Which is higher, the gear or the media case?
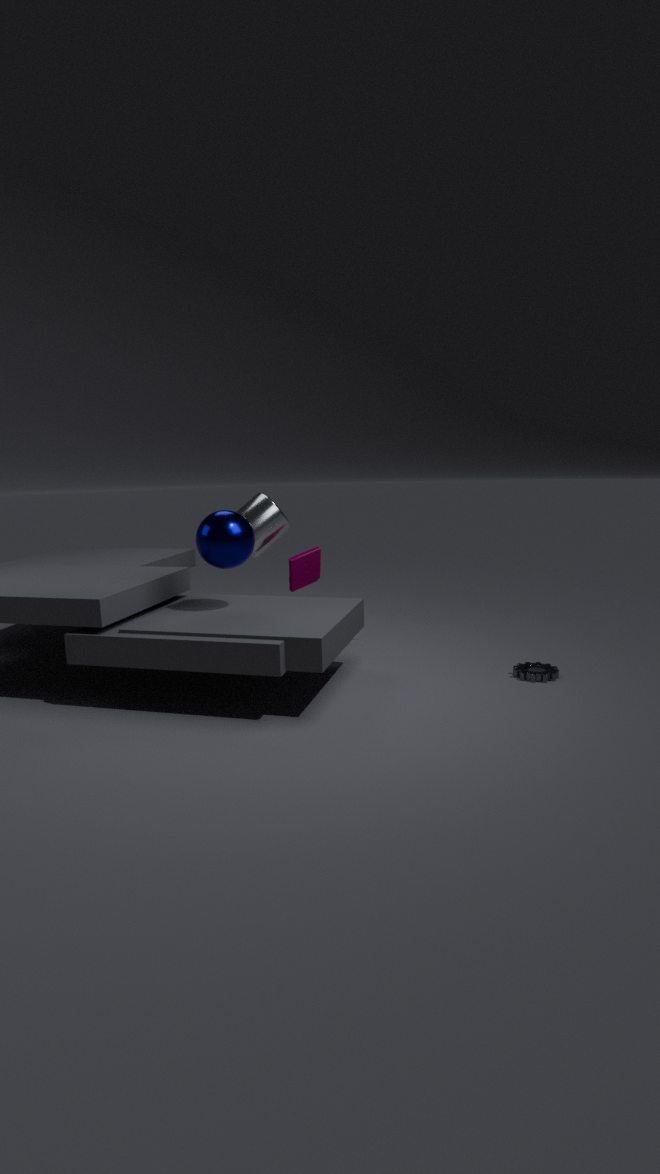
the media case
